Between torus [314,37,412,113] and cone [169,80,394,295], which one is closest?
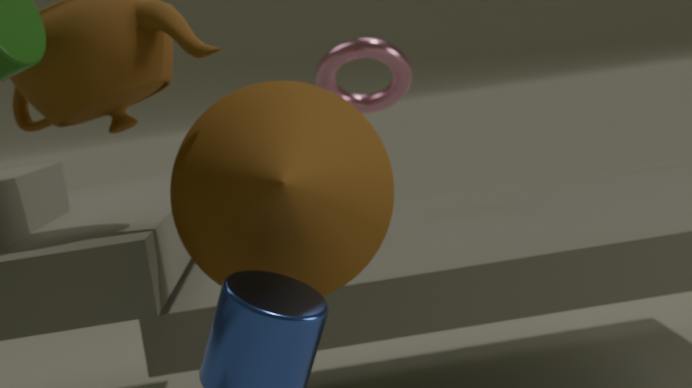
cone [169,80,394,295]
